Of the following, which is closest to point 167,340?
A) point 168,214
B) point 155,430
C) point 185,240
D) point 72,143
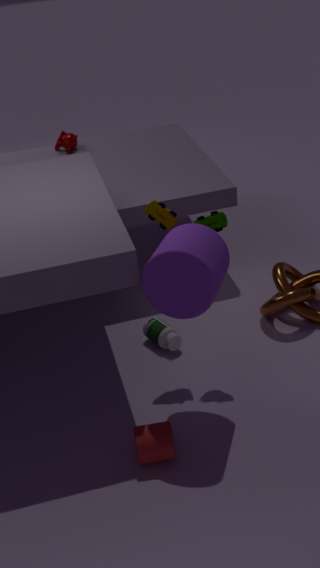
point 168,214
